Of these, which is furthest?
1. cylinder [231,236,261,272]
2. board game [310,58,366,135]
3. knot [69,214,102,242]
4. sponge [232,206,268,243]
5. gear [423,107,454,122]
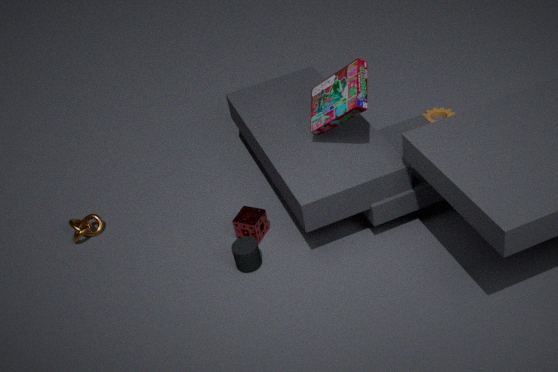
gear [423,107,454,122]
